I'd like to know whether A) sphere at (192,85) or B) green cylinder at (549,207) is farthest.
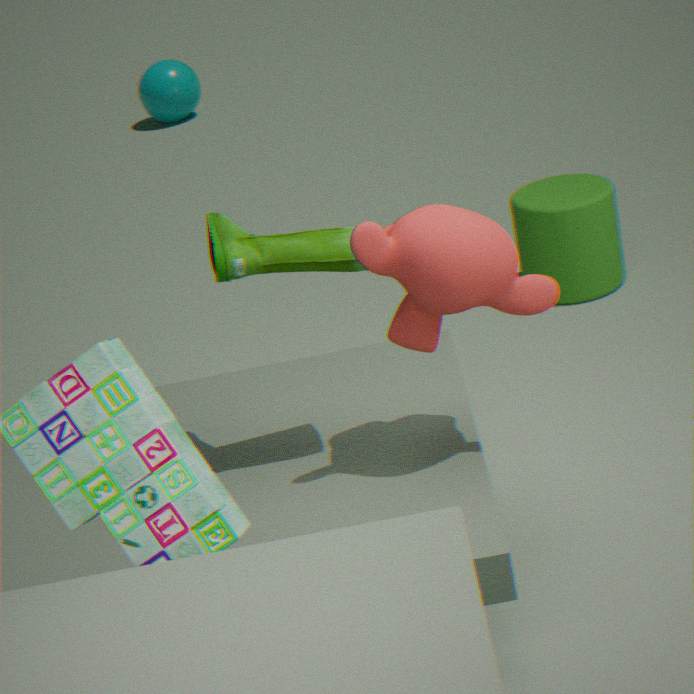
A. sphere at (192,85)
